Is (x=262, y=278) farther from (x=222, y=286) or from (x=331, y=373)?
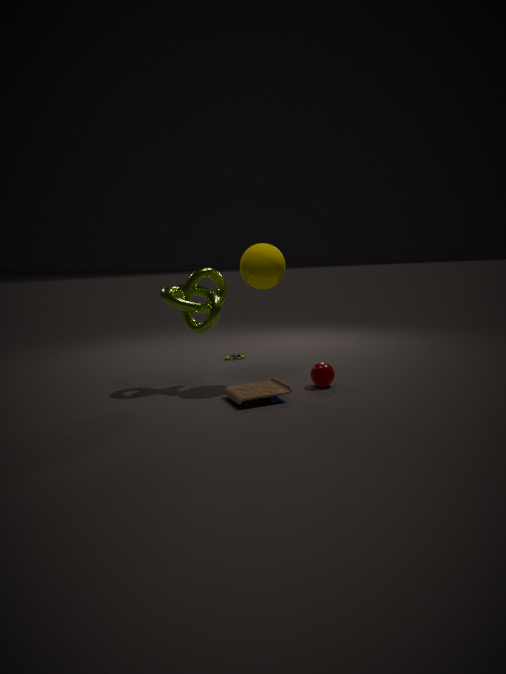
(x=331, y=373)
